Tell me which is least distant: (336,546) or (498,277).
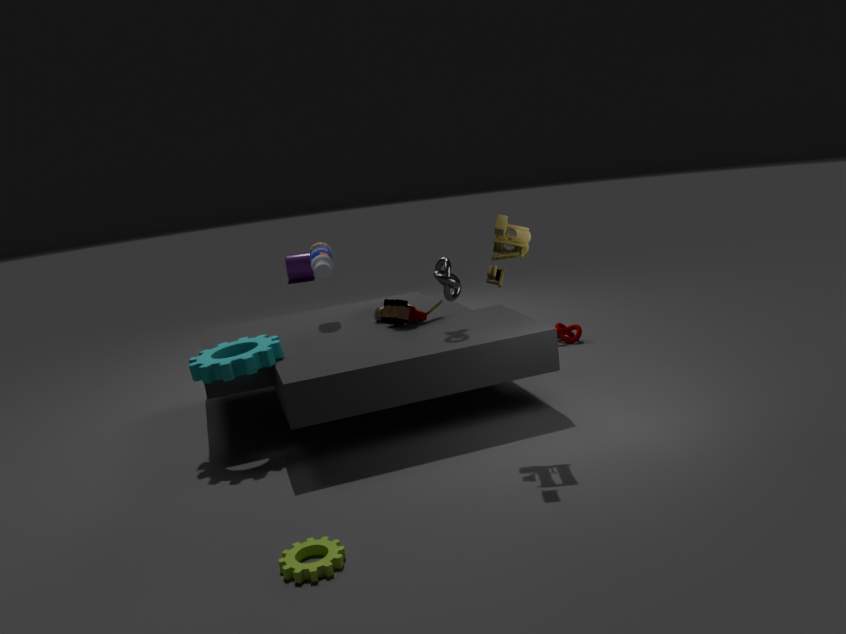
(336,546)
